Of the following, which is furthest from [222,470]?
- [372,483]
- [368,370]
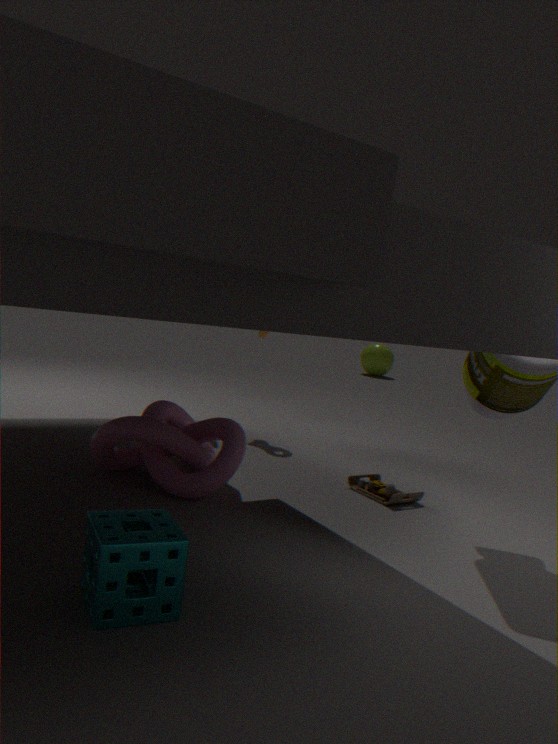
[368,370]
